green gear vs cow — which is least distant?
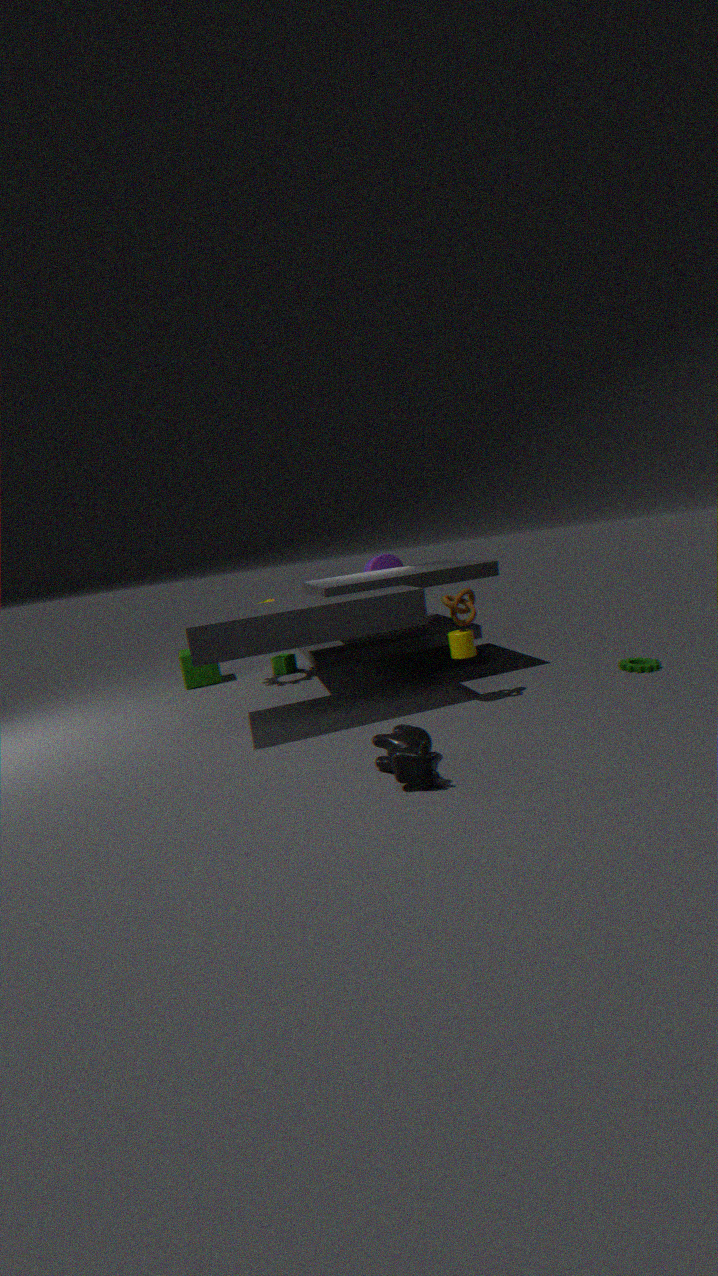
cow
